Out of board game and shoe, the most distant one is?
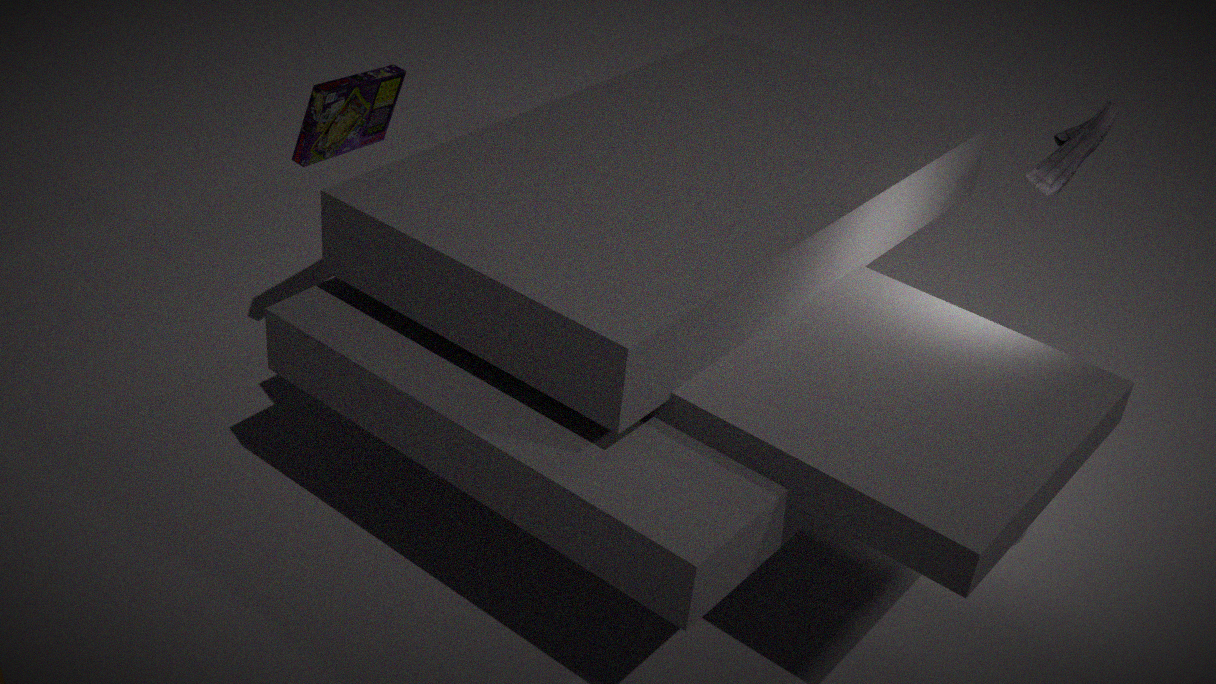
board game
